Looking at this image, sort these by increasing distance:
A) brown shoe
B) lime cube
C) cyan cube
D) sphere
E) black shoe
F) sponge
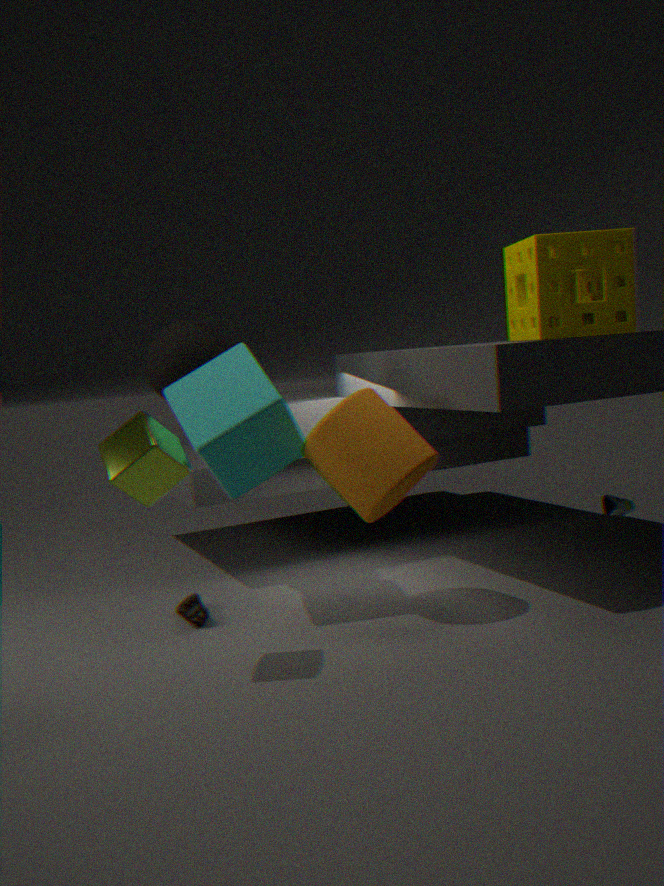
lime cube → sponge → cyan cube → black shoe → brown shoe → sphere
